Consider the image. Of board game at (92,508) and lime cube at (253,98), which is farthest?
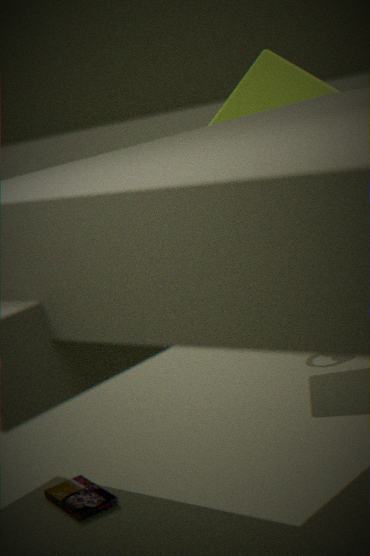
lime cube at (253,98)
